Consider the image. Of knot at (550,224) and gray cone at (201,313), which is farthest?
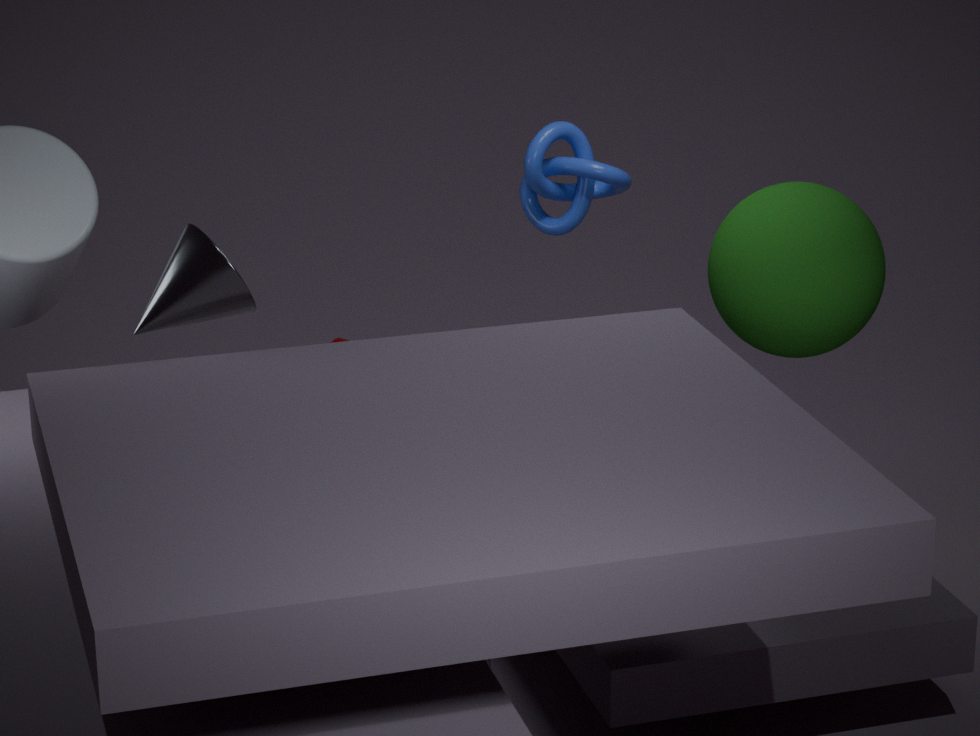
knot at (550,224)
